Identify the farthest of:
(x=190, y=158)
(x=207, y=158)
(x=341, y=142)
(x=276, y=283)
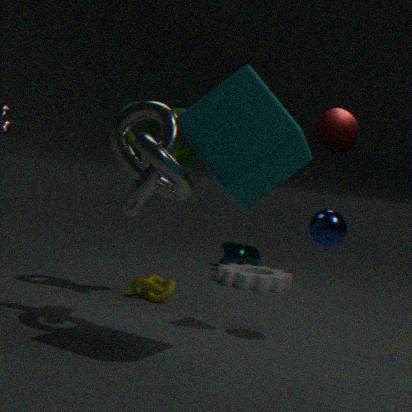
(x=276, y=283)
